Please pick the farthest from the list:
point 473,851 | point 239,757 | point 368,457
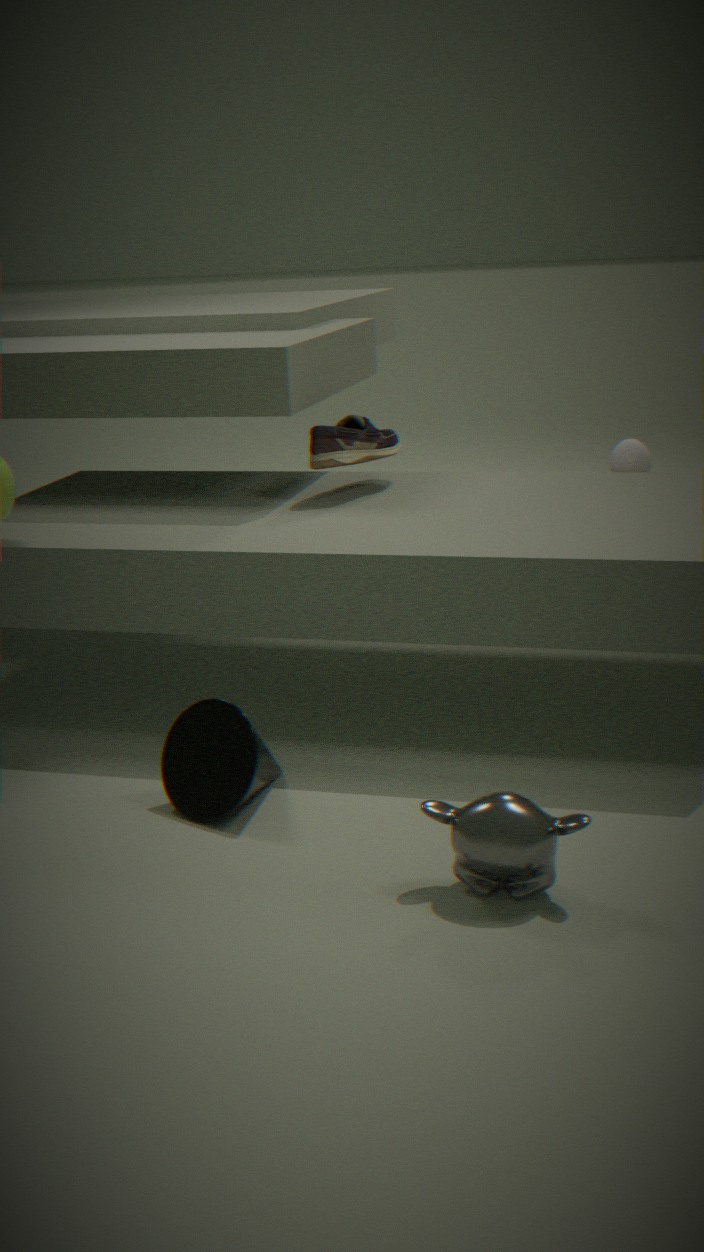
point 368,457
